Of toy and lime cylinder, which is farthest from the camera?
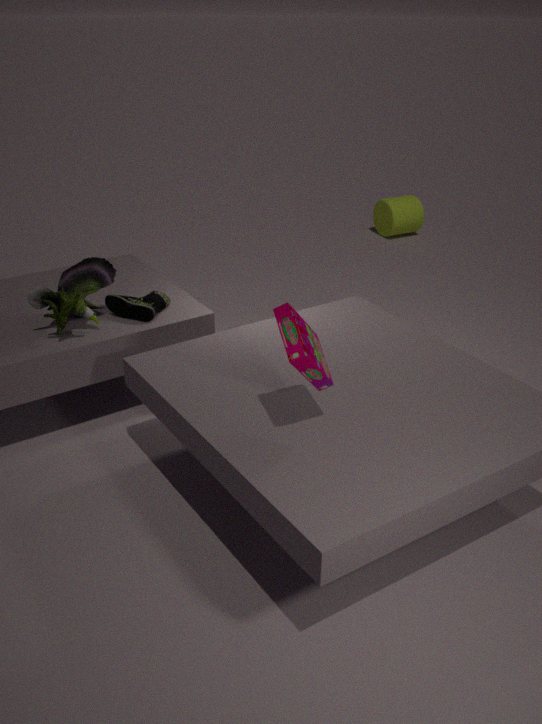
lime cylinder
